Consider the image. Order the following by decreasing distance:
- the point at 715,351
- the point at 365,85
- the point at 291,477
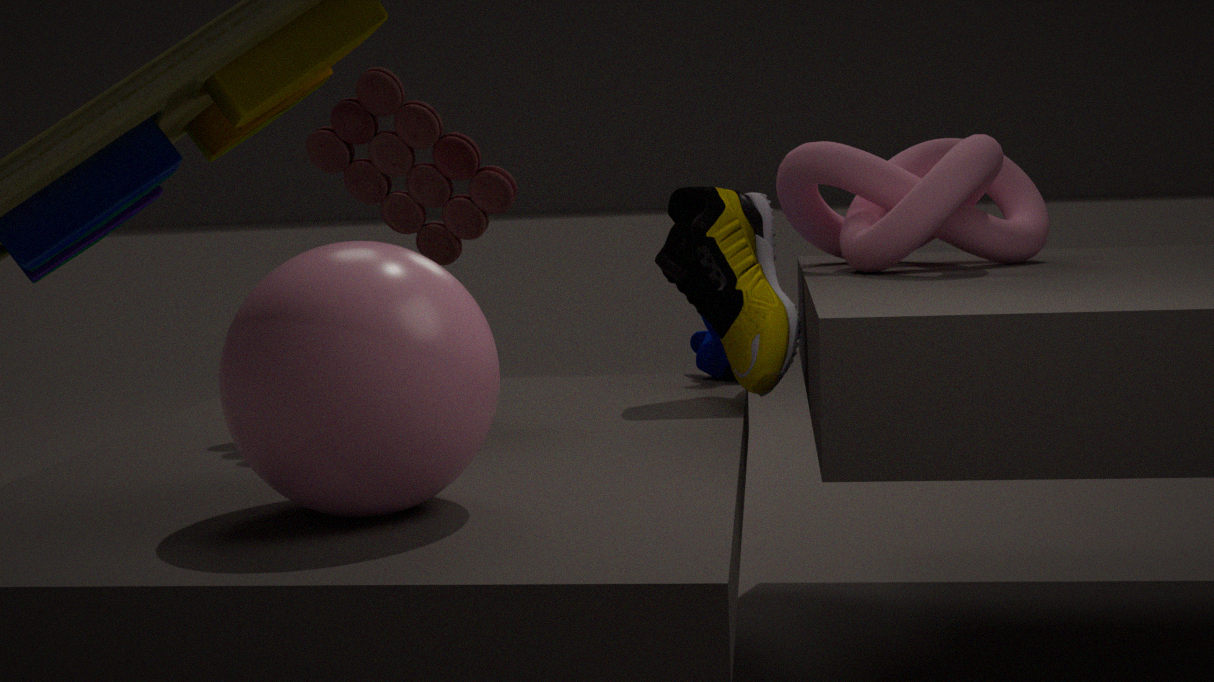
the point at 715,351
the point at 365,85
the point at 291,477
